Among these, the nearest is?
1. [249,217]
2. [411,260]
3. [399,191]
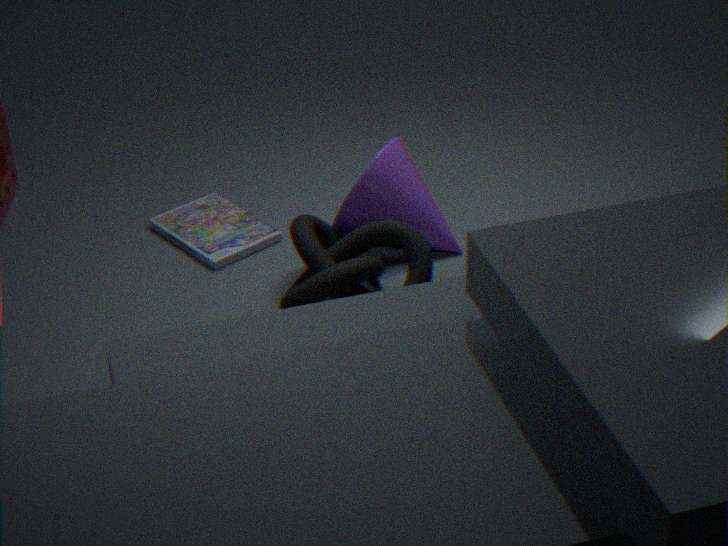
[411,260]
